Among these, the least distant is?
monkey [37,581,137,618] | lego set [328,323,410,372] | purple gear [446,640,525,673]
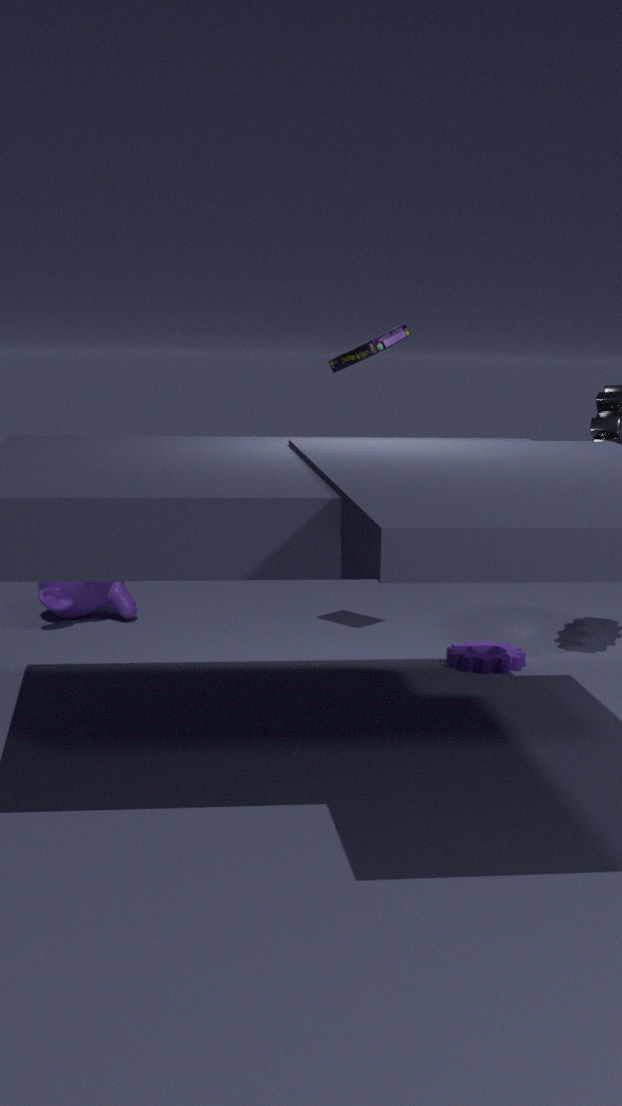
purple gear [446,640,525,673]
